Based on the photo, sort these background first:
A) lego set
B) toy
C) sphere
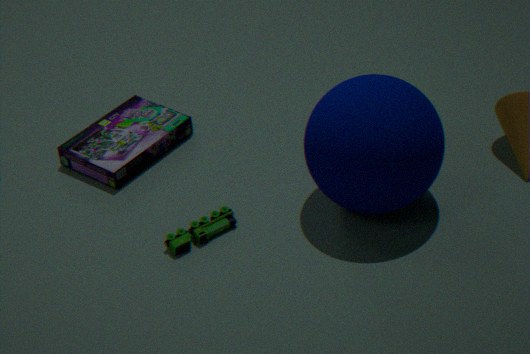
1. lego set
2. toy
3. sphere
